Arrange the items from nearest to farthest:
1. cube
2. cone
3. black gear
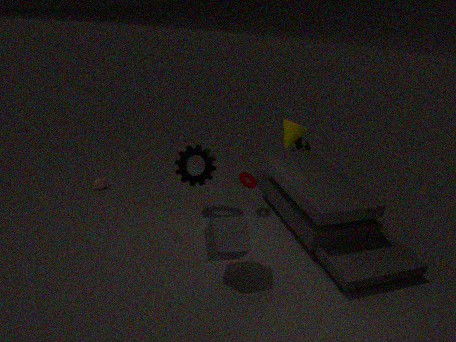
cube
black gear
cone
